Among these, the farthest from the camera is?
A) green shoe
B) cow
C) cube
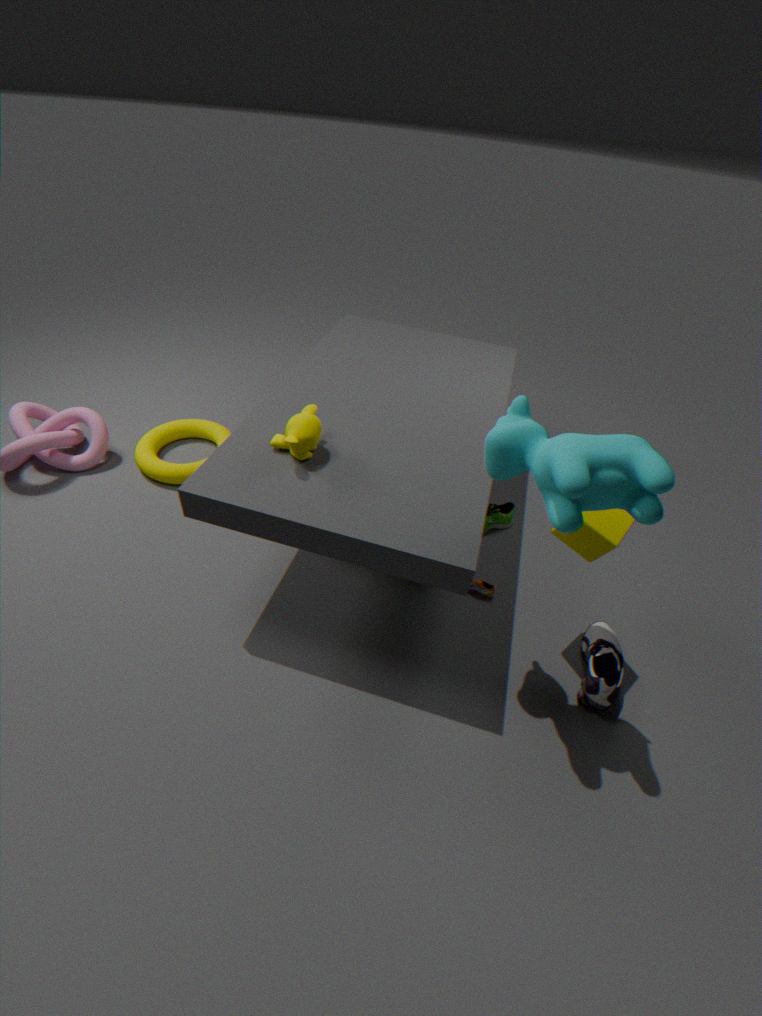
green shoe
